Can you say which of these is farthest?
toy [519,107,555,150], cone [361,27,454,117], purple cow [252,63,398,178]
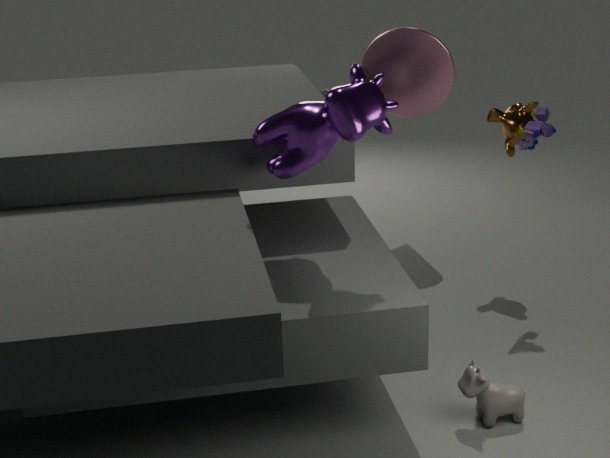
cone [361,27,454,117]
